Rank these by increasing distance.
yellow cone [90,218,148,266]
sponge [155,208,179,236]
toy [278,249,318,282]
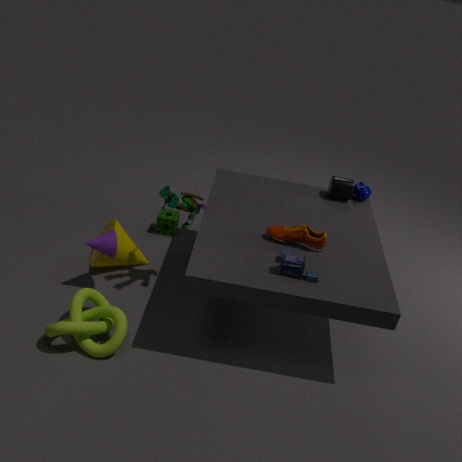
toy [278,249,318,282] → yellow cone [90,218,148,266] → sponge [155,208,179,236]
